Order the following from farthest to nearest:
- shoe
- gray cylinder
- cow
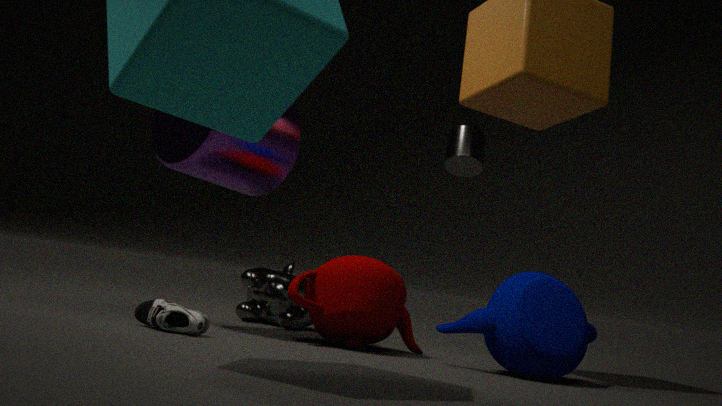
gray cylinder → cow → shoe
